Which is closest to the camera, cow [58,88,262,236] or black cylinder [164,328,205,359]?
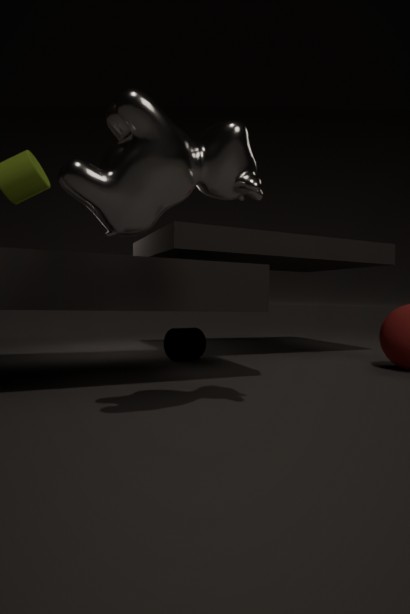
cow [58,88,262,236]
